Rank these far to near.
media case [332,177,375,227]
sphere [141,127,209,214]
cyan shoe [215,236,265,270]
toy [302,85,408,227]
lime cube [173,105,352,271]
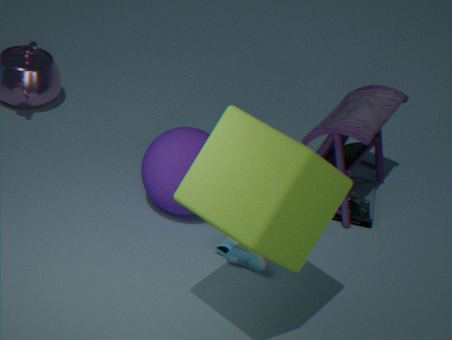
media case [332,177,375,227] < toy [302,85,408,227] < sphere [141,127,209,214] < cyan shoe [215,236,265,270] < lime cube [173,105,352,271]
